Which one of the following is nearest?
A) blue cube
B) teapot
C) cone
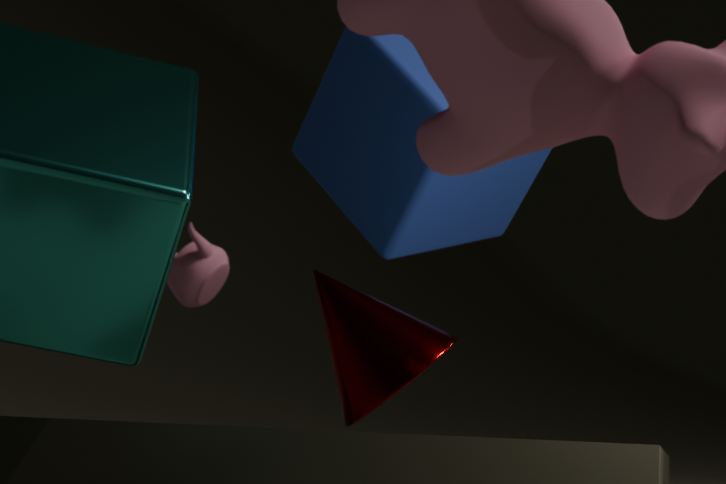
C. cone
